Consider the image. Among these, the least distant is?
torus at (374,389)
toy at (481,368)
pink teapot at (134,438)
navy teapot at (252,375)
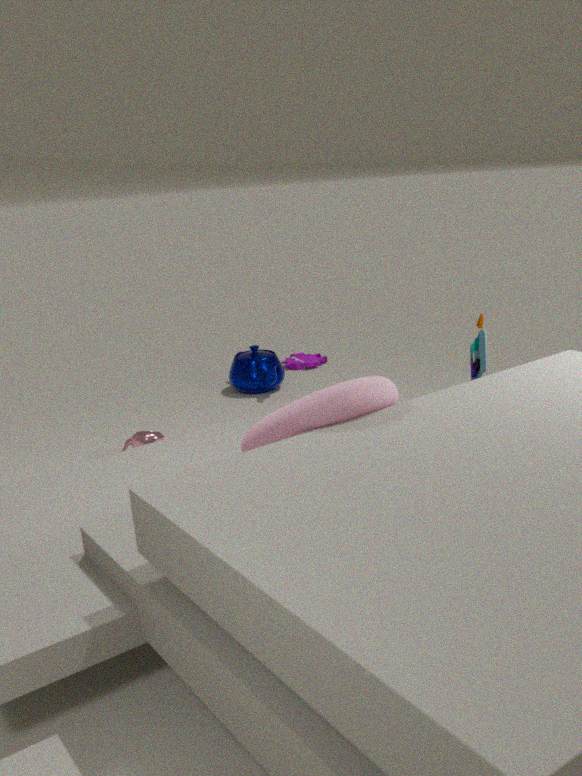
torus at (374,389)
